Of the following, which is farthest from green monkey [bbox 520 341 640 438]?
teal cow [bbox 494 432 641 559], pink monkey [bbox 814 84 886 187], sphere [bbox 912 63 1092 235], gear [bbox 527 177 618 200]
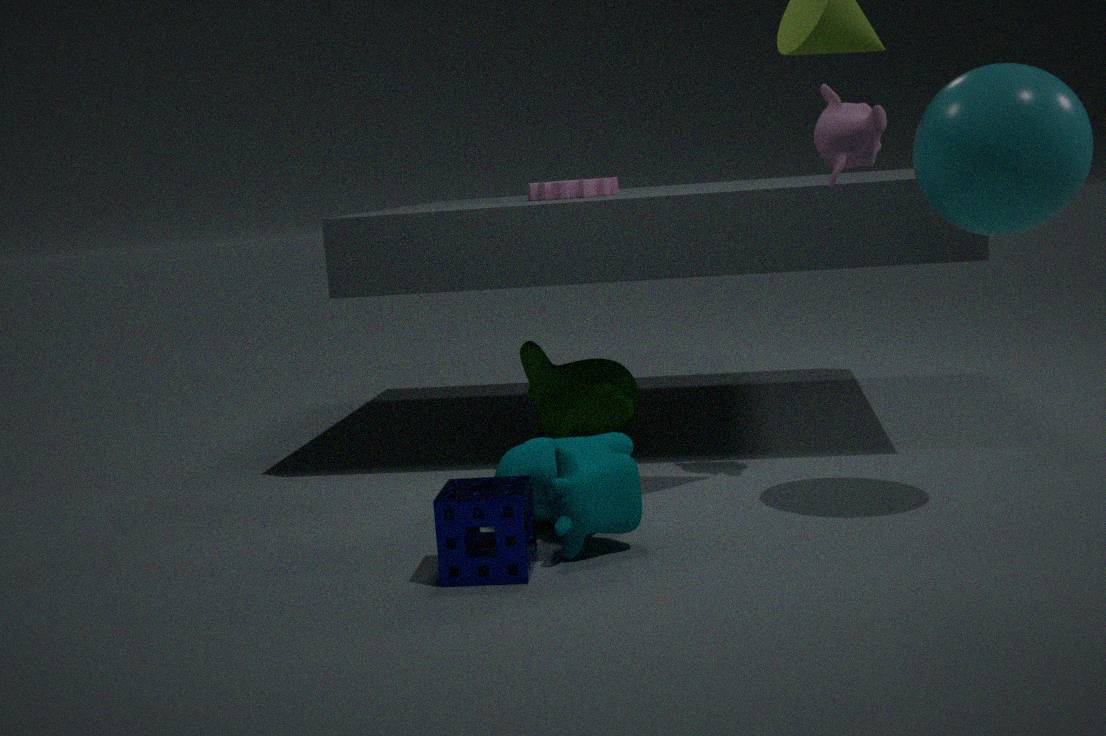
sphere [bbox 912 63 1092 235]
